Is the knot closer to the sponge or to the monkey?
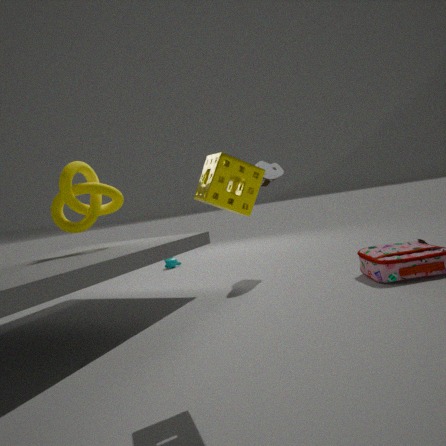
the sponge
